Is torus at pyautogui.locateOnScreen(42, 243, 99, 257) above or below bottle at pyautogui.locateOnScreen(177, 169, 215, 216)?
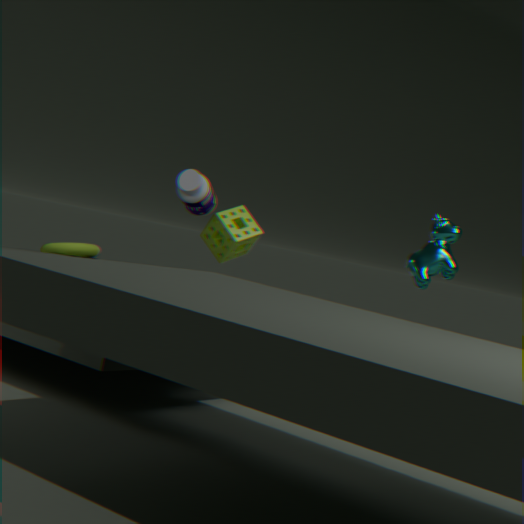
below
